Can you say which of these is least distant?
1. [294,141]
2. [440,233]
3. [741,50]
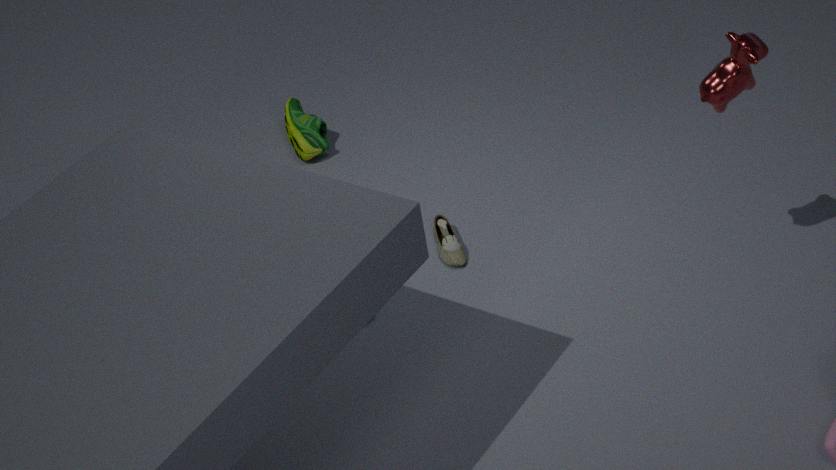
[741,50]
